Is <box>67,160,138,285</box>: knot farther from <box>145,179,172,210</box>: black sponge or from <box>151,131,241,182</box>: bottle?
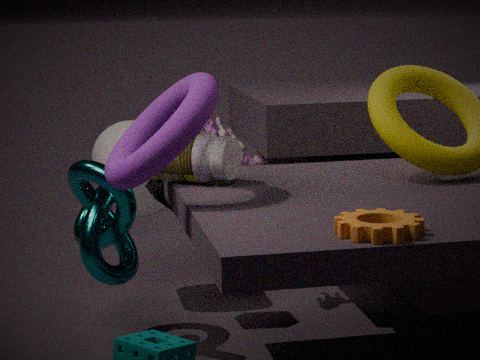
<box>145,179,172,210</box>: black sponge
